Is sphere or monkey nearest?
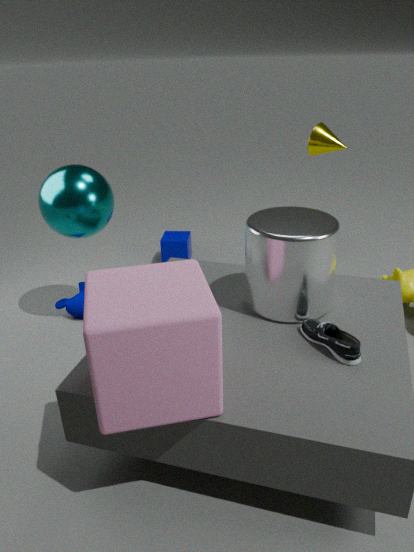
sphere
